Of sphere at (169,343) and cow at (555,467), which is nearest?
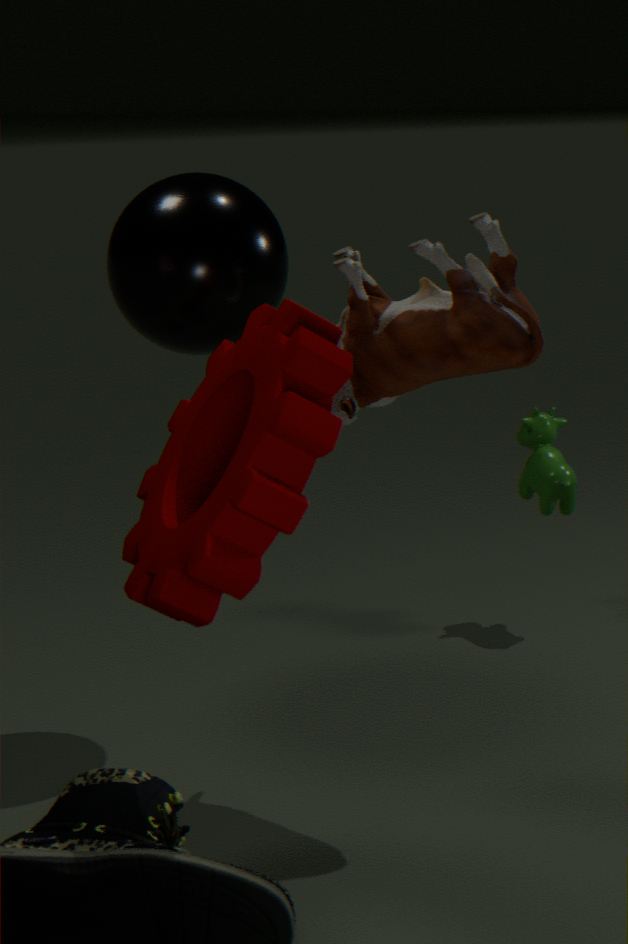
sphere at (169,343)
